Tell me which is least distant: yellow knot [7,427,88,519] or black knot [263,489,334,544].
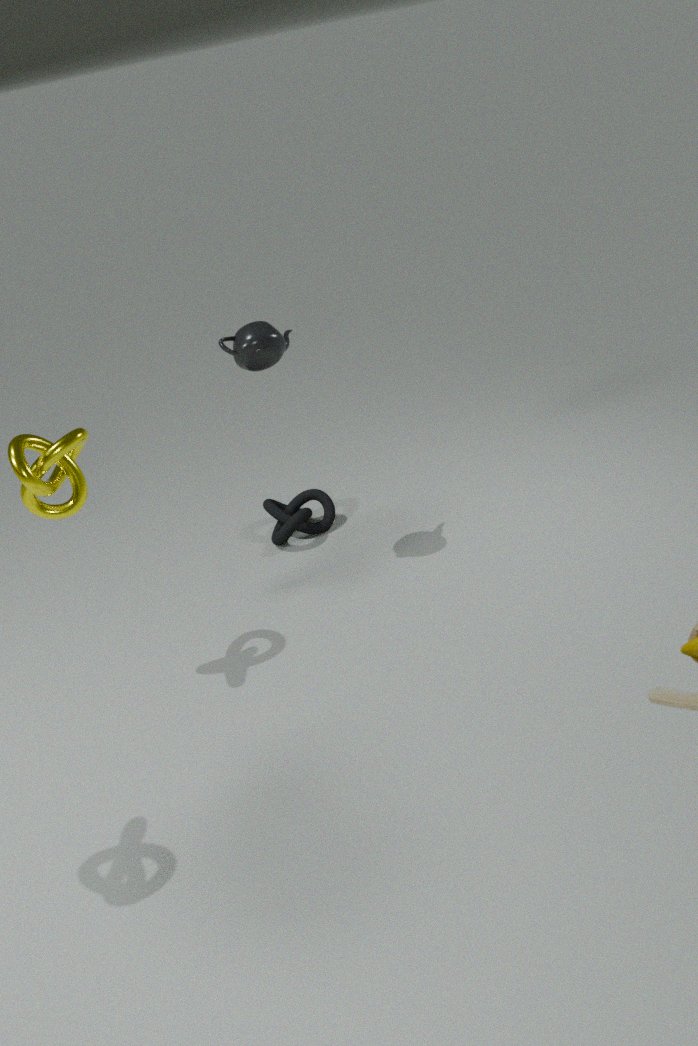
yellow knot [7,427,88,519]
